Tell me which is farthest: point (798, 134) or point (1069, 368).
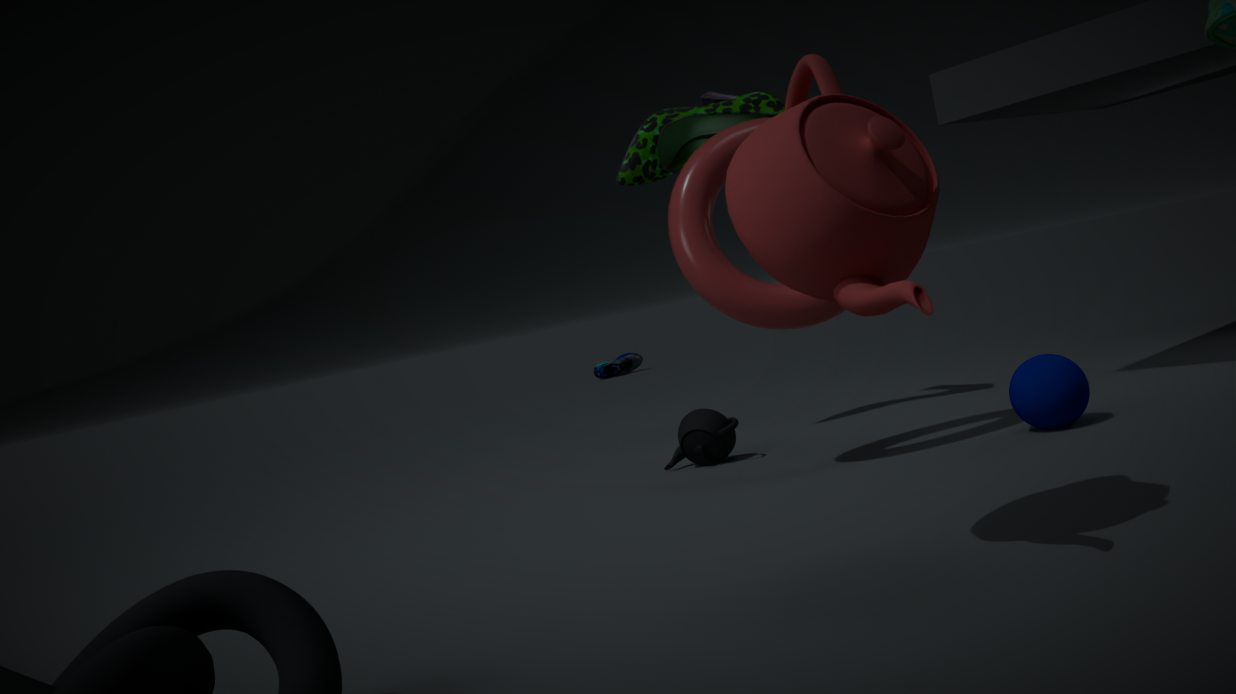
point (1069, 368)
